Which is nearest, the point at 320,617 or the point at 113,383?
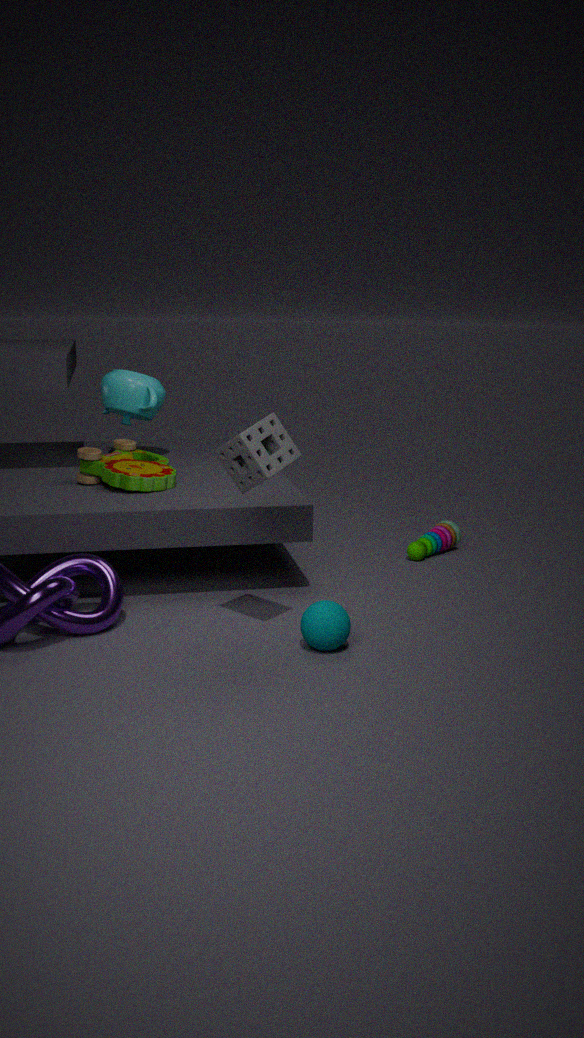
the point at 320,617
